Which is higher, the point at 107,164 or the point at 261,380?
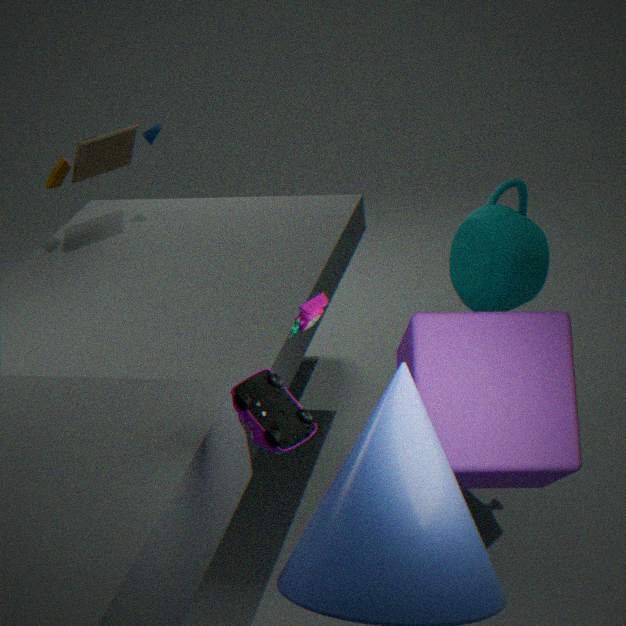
the point at 261,380
